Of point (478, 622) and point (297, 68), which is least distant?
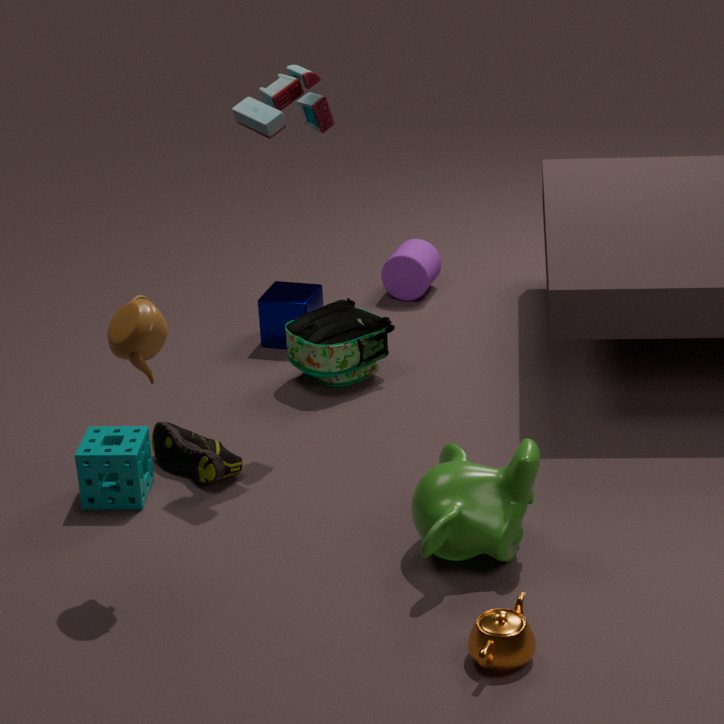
point (478, 622)
